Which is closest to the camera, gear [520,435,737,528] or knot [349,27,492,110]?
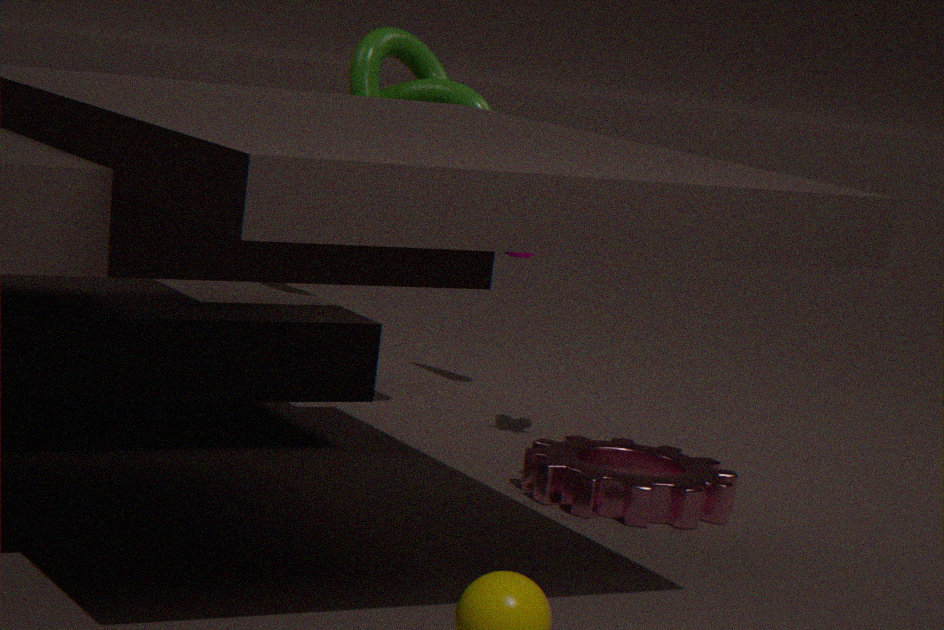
gear [520,435,737,528]
